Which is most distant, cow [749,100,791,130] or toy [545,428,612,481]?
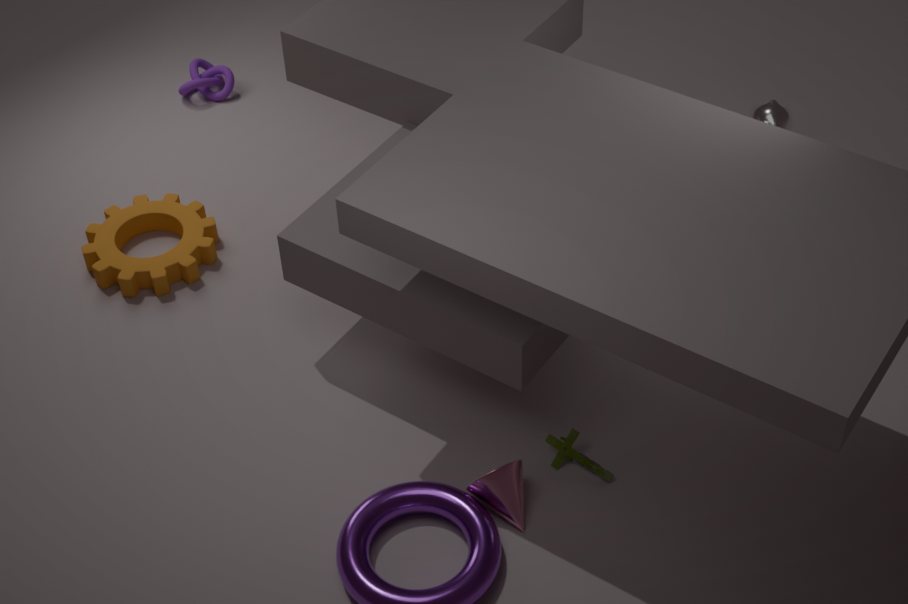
cow [749,100,791,130]
